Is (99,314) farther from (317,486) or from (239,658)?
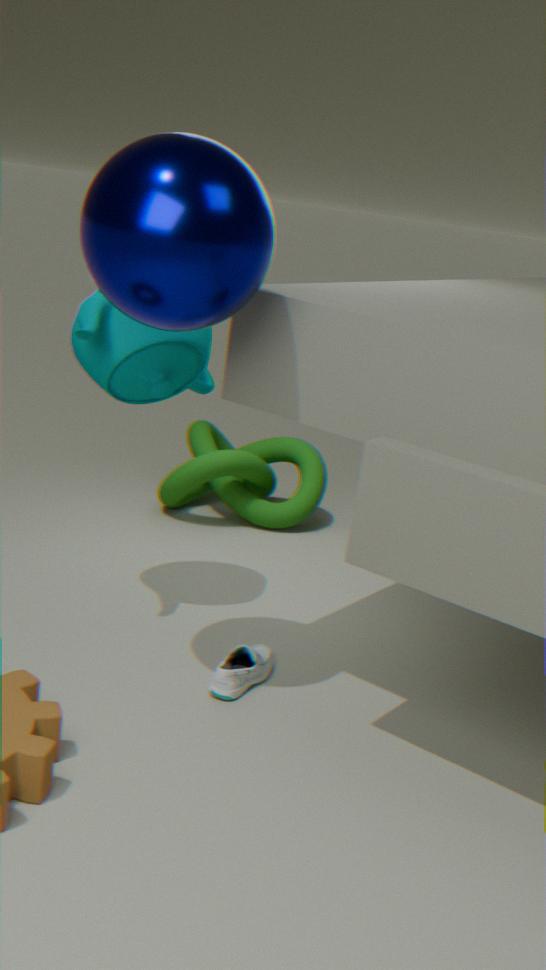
(317,486)
